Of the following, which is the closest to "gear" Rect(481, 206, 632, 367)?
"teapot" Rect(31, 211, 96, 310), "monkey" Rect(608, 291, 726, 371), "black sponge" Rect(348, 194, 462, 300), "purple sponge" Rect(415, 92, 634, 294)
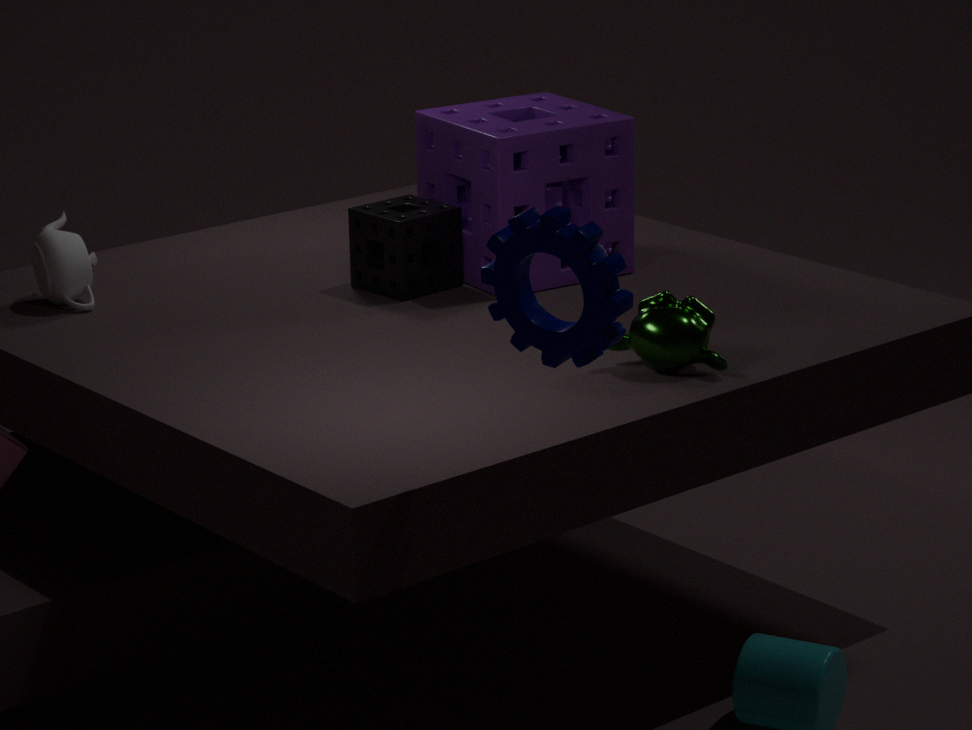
"monkey" Rect(608, 291, 726, 371)
